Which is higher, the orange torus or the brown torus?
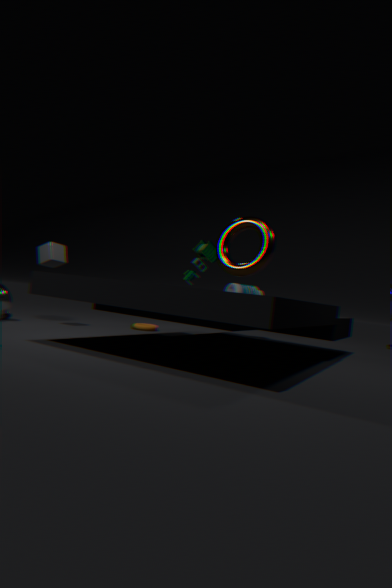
the brown torus
